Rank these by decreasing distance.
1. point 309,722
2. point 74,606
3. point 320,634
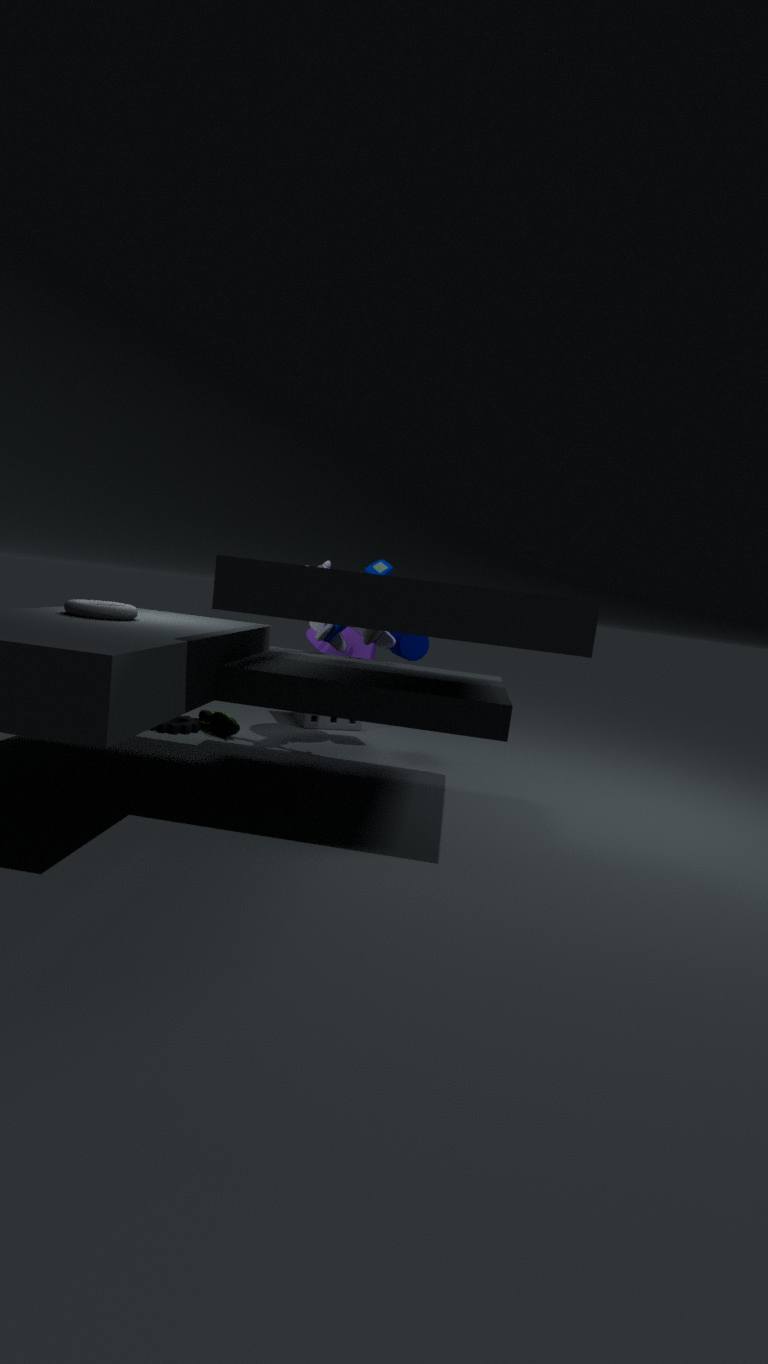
1. point 309,722
2. point 320,634
3. point 74,606
